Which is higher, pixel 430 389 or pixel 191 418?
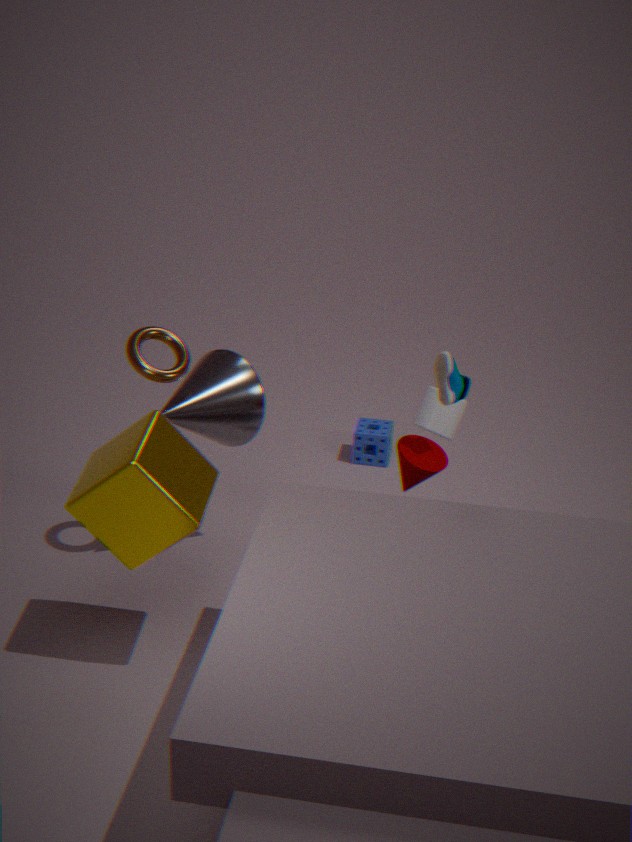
pixel 430 389
